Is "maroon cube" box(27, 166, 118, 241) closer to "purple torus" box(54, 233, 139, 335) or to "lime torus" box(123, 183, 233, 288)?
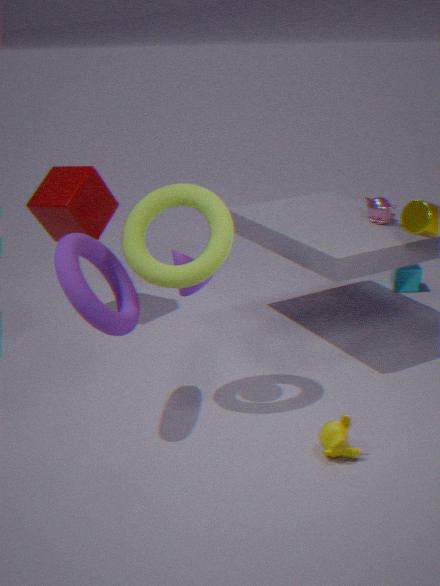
"purple torus" box(54, 233, 139, 335)
